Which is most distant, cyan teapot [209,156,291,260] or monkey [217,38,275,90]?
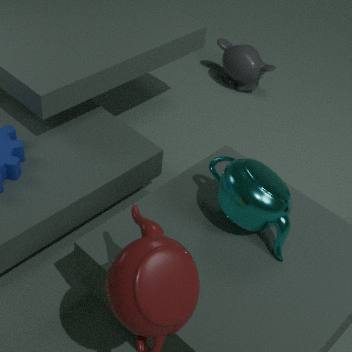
monkey [217,38,275,90]
